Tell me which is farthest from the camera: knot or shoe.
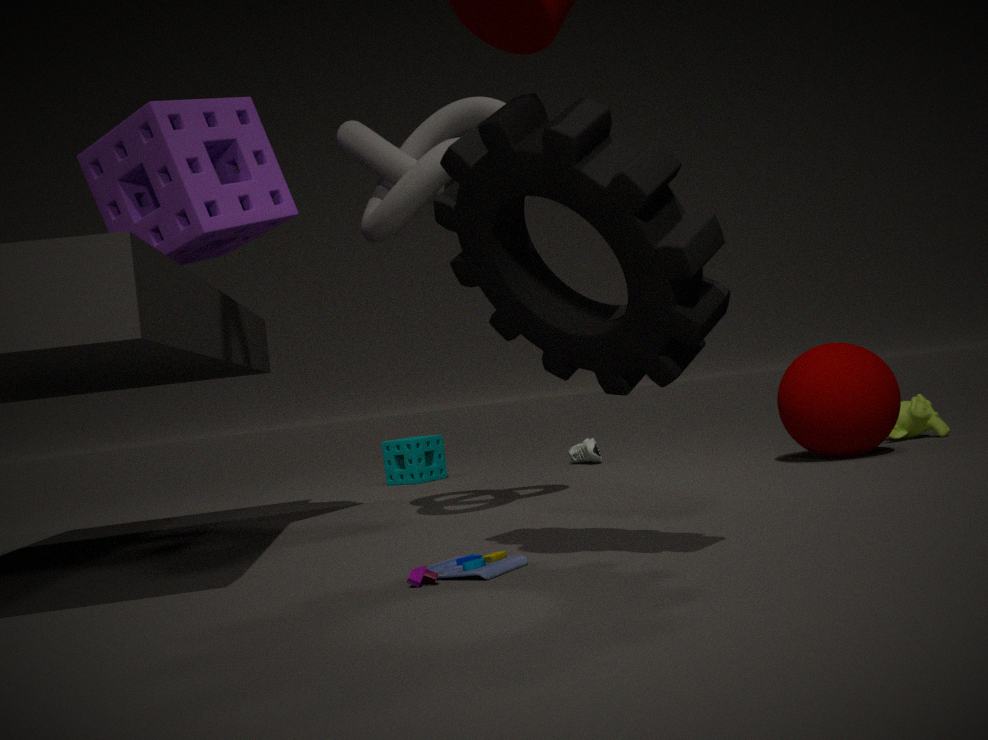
shoe
